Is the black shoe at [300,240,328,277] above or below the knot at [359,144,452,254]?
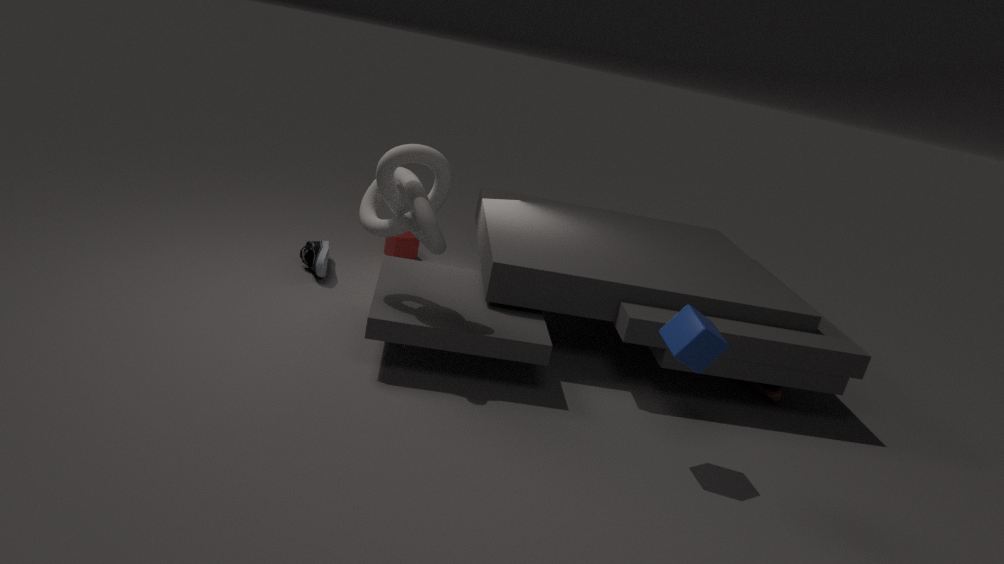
below
